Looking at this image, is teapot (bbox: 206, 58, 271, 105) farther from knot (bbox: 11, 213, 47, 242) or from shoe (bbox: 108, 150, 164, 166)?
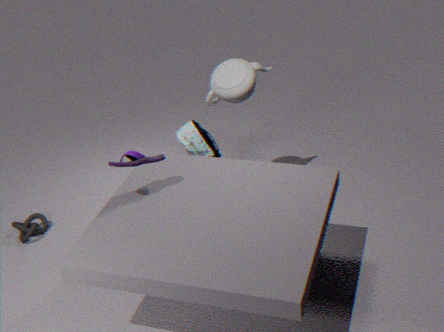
knot (bbox: 11, 213, 47, 242)
